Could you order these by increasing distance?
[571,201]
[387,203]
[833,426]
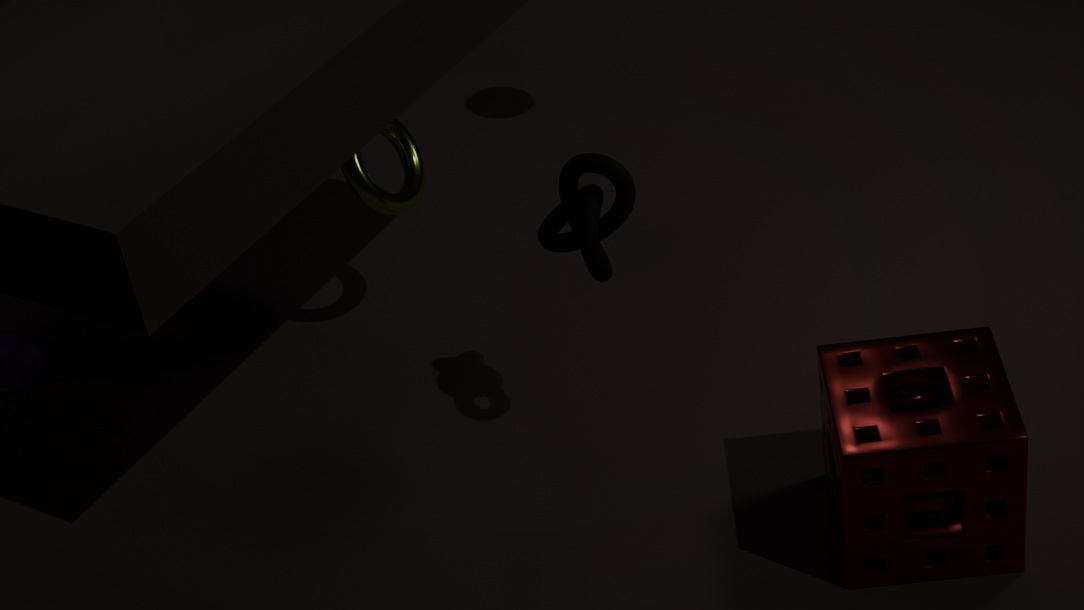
[833,426] → [571,201] → [387,203]
